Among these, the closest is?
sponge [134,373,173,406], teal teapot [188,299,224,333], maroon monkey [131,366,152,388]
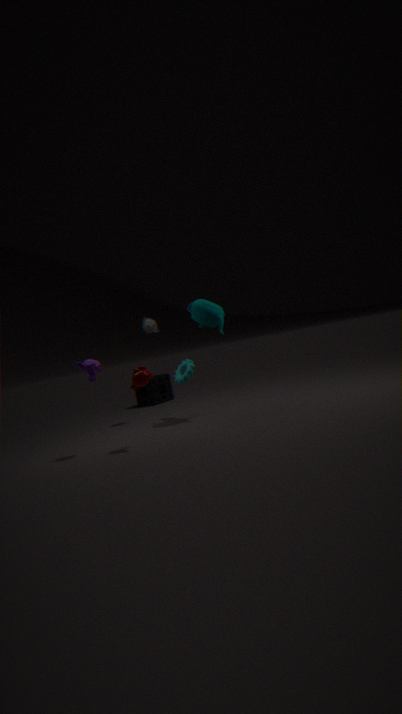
maroon monkey [131,366,152,388]
